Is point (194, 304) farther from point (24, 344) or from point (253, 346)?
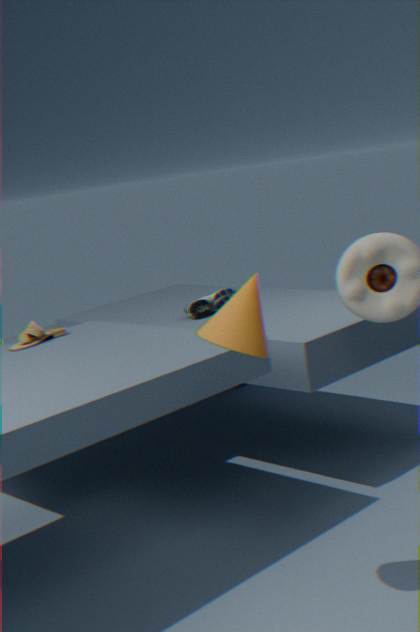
point (253, 346)
